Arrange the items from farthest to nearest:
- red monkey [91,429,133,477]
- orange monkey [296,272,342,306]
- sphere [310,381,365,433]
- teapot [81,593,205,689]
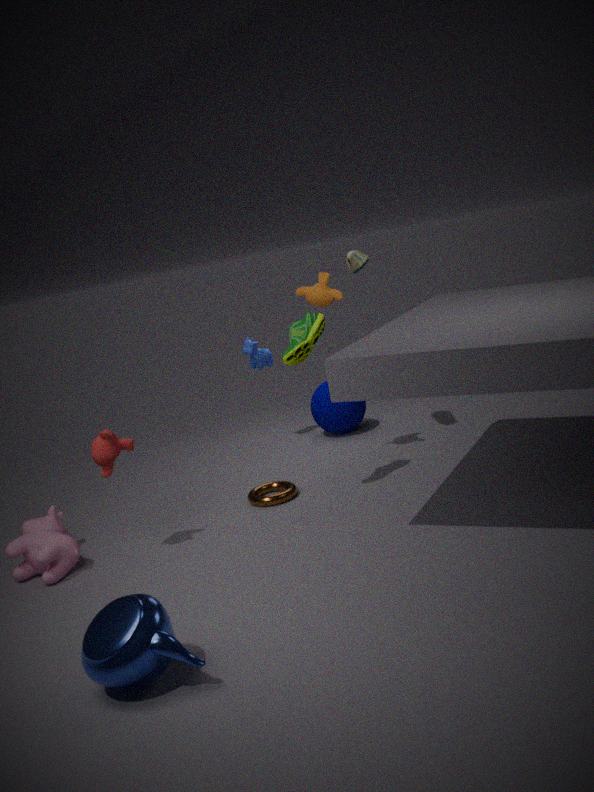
sphere [310,381,365,433] < orange monkey [296,272,342,306] < red monkey [91,429,133,477] < teapot [81,593,205,689]
